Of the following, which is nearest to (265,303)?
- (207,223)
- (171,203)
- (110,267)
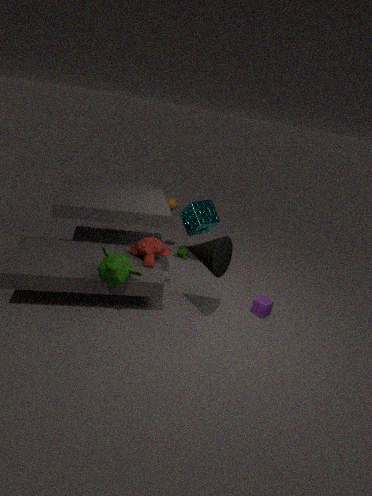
(207,223)
